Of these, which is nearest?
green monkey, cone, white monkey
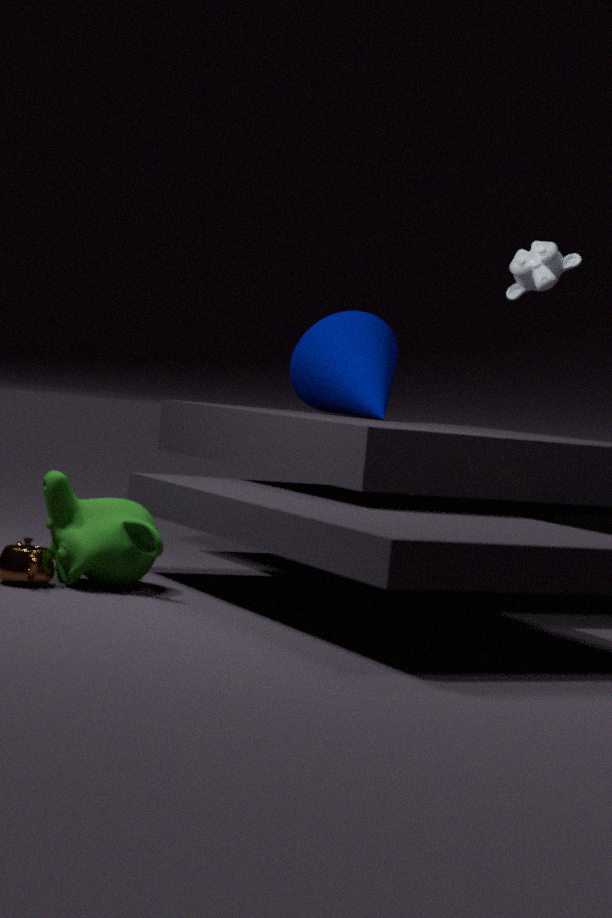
green monkey
